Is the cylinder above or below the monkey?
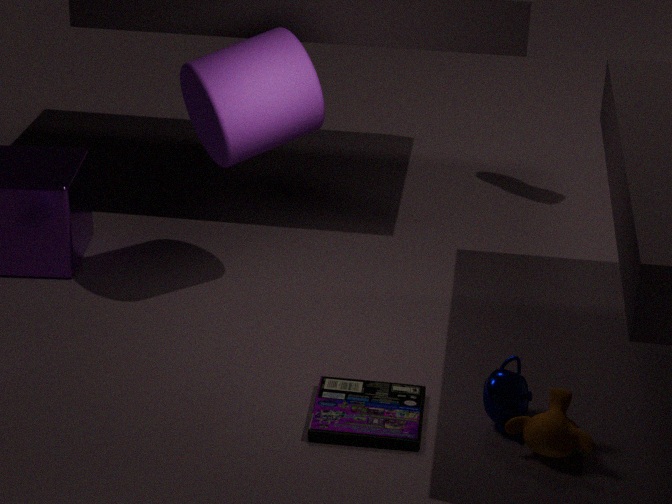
above
